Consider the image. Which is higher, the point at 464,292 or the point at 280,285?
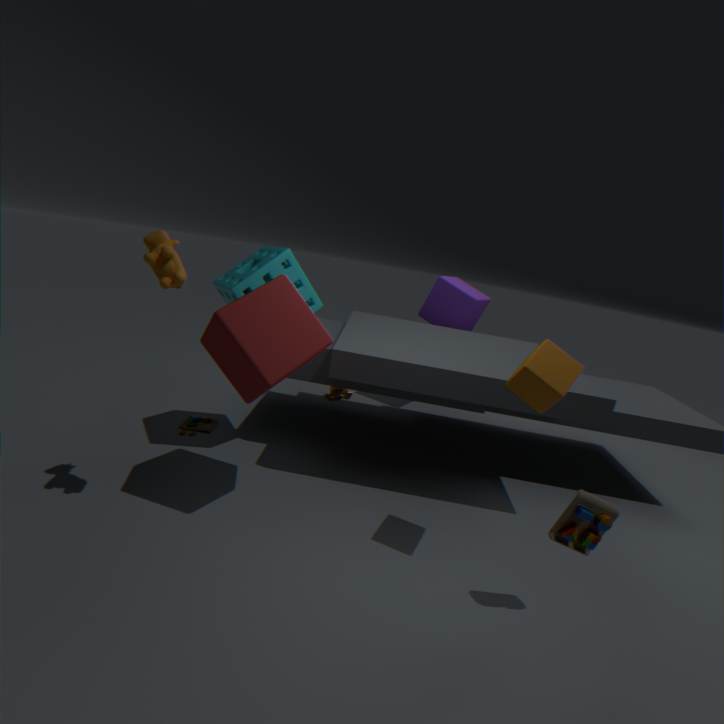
the point at 464,292
